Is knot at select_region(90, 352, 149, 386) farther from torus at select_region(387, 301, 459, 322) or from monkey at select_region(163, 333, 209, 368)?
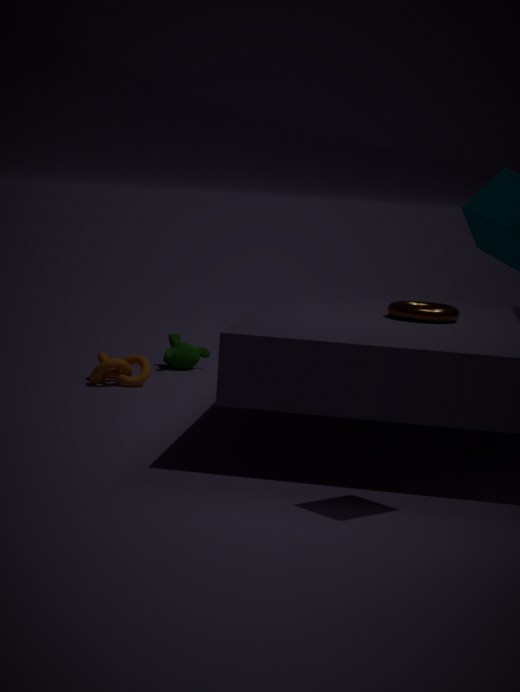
torus at select_region(387, 301, 459, 322)
